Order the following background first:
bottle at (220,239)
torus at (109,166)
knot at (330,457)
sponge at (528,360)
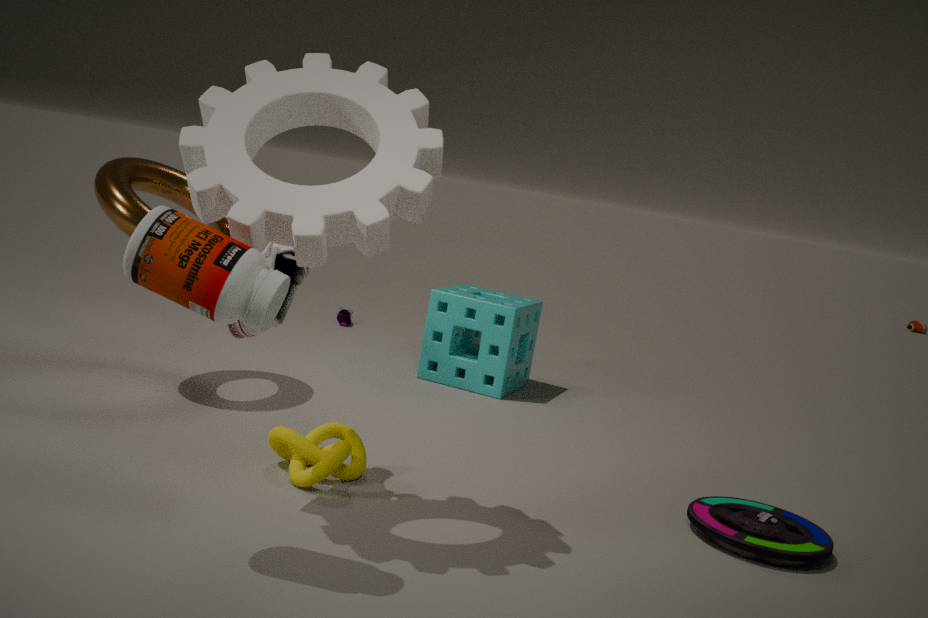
sponge at (528,360)
torus at (109,166)
knot at (330,457)
bottle at (220,239)
